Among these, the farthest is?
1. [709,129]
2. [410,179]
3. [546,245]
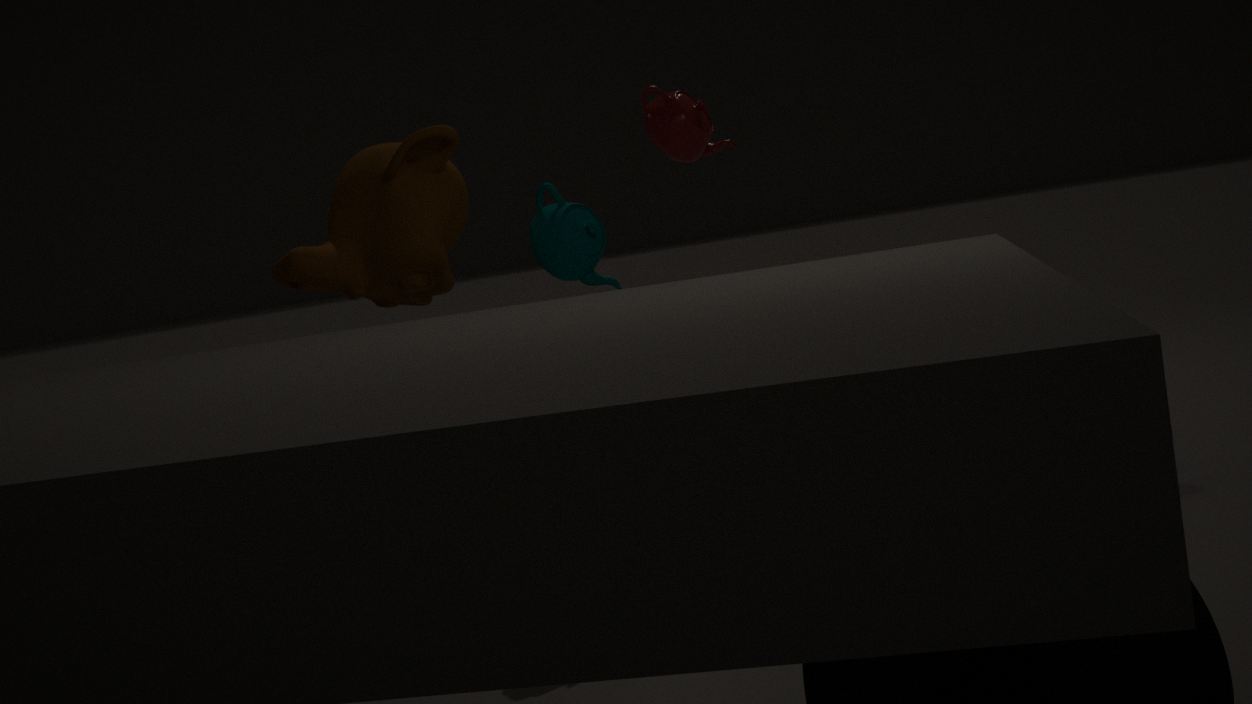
[709,129]
